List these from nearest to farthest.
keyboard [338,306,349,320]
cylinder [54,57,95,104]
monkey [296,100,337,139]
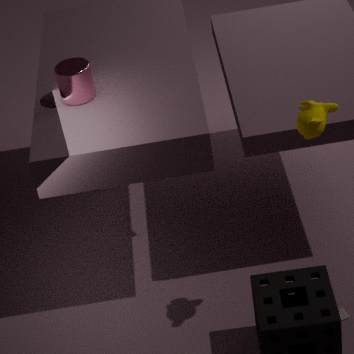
monkey [296,100,337,139] < cylinder [54,57,95,104] < keyboard [338,306,349,320]
